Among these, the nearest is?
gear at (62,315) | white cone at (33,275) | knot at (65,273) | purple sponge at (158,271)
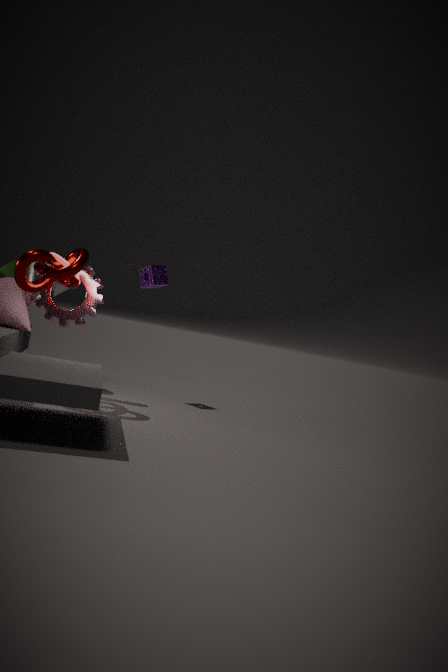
knot at (65,273)
